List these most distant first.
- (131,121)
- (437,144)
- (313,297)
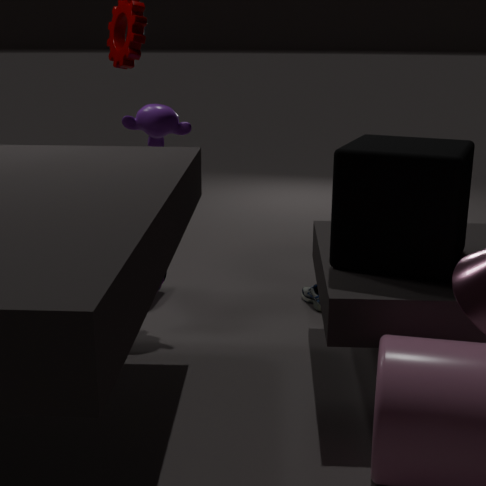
(313,297) → (131,121) → (437,144)
